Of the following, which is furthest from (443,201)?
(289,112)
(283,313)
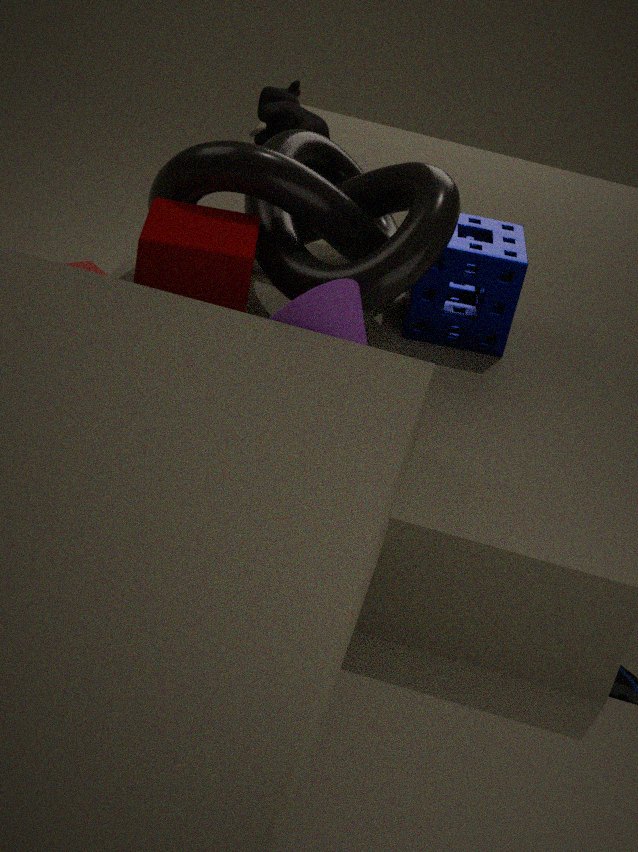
(289,112)
